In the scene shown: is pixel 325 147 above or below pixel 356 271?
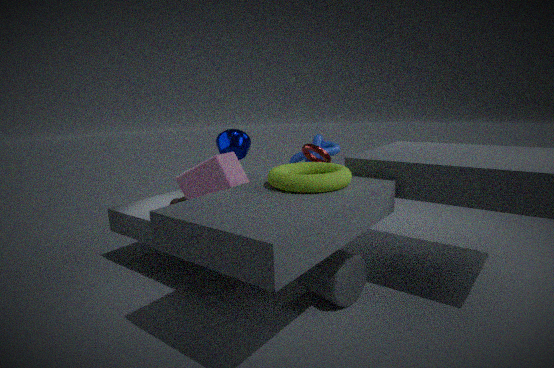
above
